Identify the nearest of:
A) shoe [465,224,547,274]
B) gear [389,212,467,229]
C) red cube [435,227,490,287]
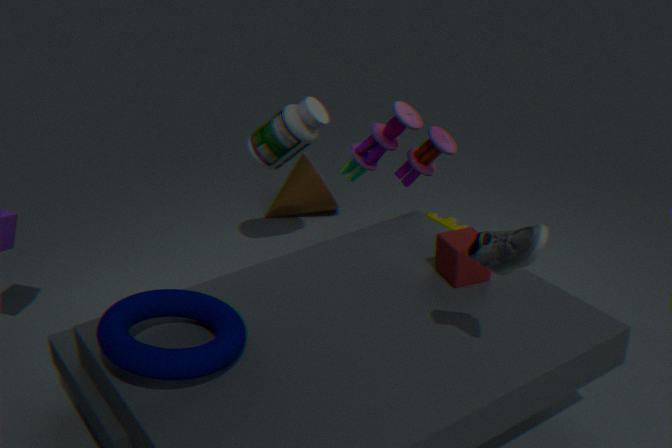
shoe [465,224,547,274]
